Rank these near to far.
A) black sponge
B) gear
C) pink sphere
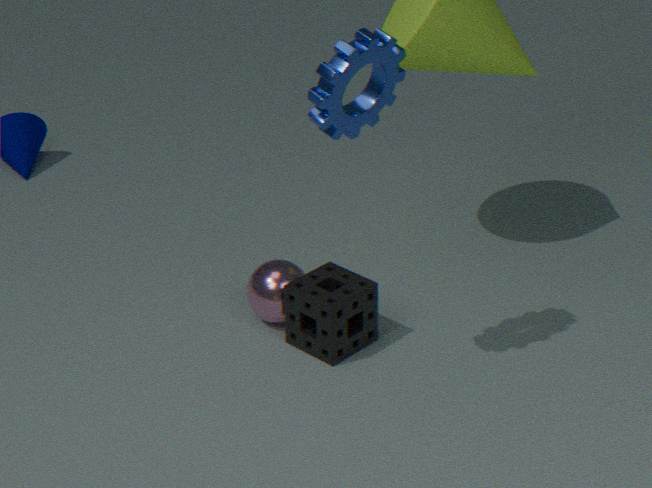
1. gear
2. black sponge
3. pink sphere
